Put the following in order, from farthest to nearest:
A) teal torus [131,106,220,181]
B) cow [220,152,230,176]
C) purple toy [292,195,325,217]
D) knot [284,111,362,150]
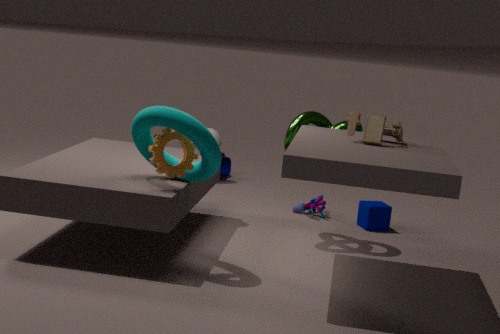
1. cow [220,152,230,176]
2. purple toy [292,195,325,217]
3. knot [284,111,362,150]
4. teal torus [131,106,220,181]
